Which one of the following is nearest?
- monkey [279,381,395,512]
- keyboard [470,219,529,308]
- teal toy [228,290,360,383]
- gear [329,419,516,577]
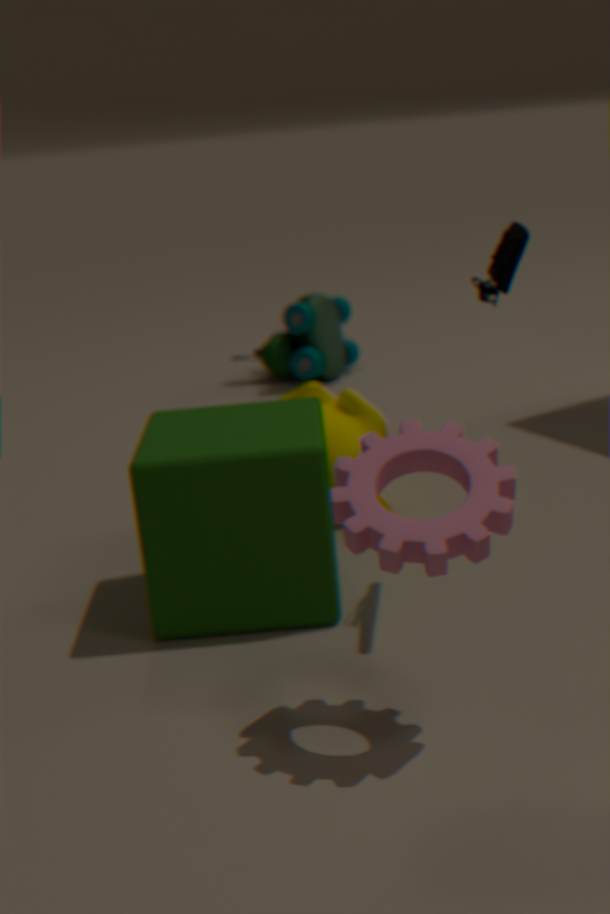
gear [329,419,516,577]
